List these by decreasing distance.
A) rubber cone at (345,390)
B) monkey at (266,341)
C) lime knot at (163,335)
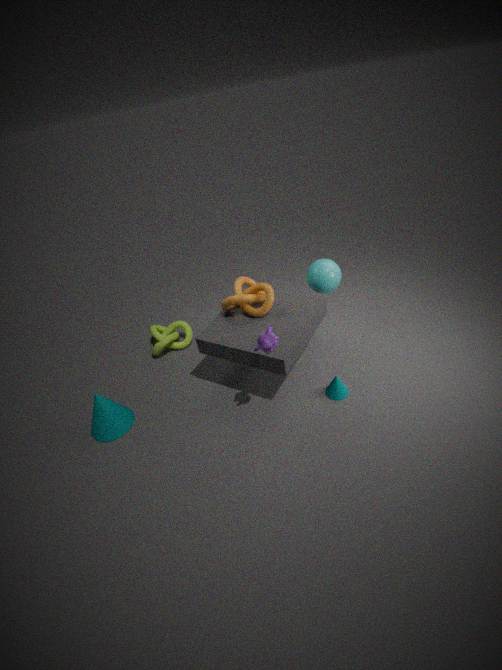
lime knot at (163,335), rubber cone at (345,390), monkey at (266,341)
